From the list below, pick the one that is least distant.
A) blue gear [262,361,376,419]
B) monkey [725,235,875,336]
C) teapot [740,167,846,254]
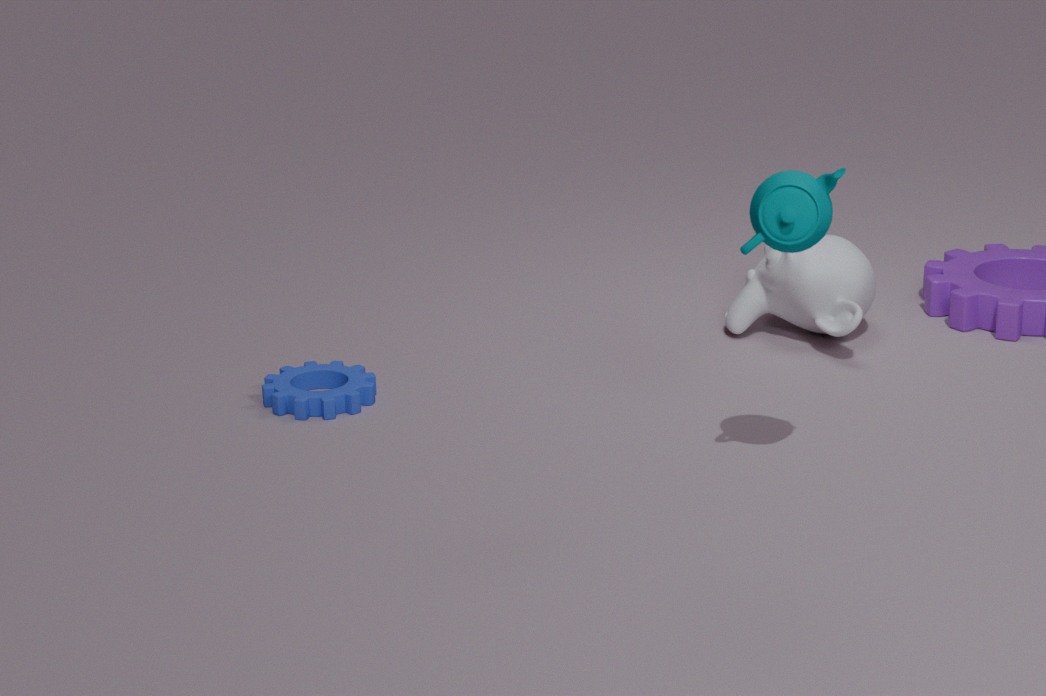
teapot [740,167,846,254]
